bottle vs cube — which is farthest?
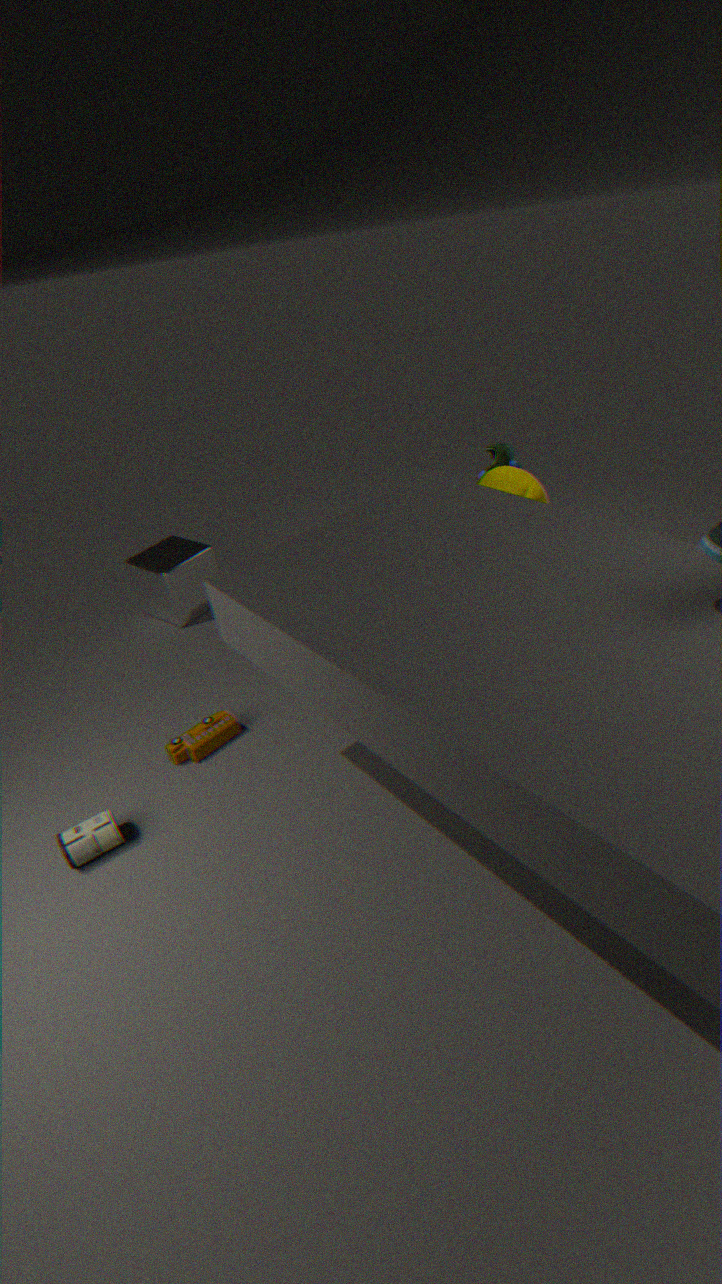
cube
